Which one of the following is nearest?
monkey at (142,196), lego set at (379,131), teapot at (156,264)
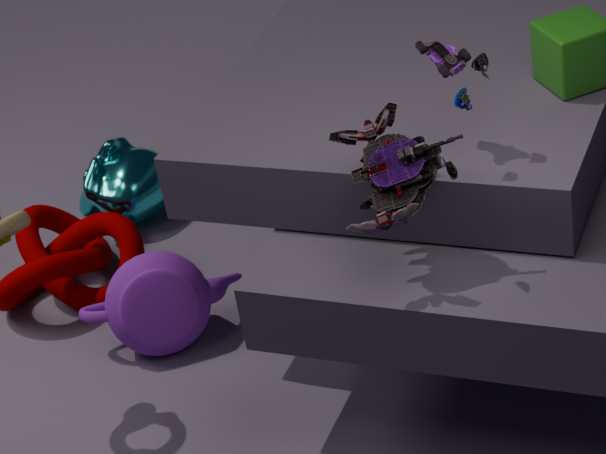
lego set at (379,131)
